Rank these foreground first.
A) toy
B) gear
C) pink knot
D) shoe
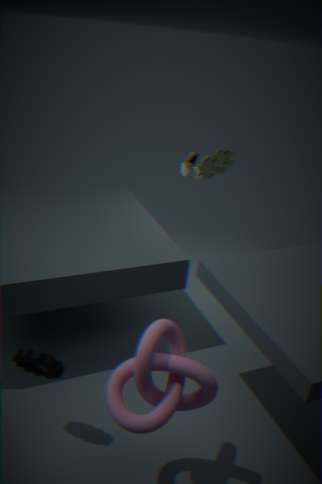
pink knot < gear < toy < shoe
